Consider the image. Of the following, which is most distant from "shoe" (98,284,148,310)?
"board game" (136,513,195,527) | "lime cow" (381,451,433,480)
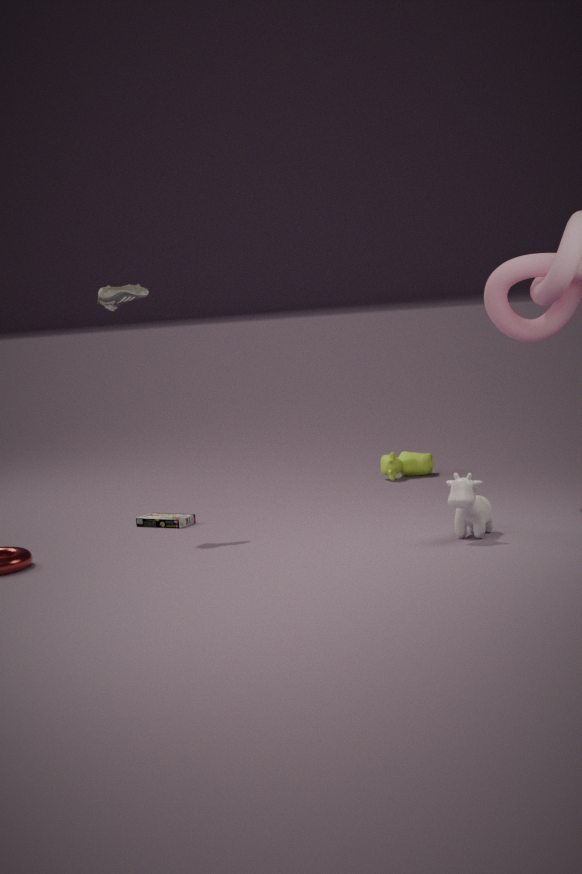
"lime cow" (381,451,433,480)
